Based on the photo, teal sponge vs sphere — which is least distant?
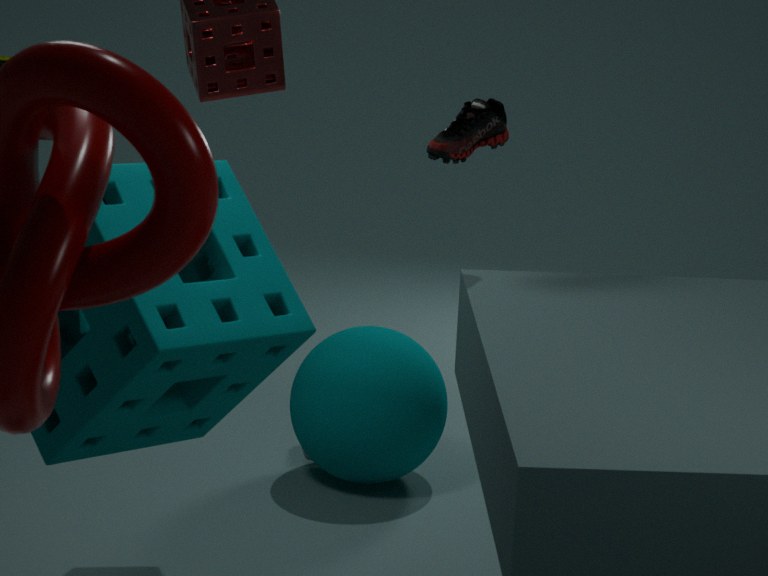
teal sponge
